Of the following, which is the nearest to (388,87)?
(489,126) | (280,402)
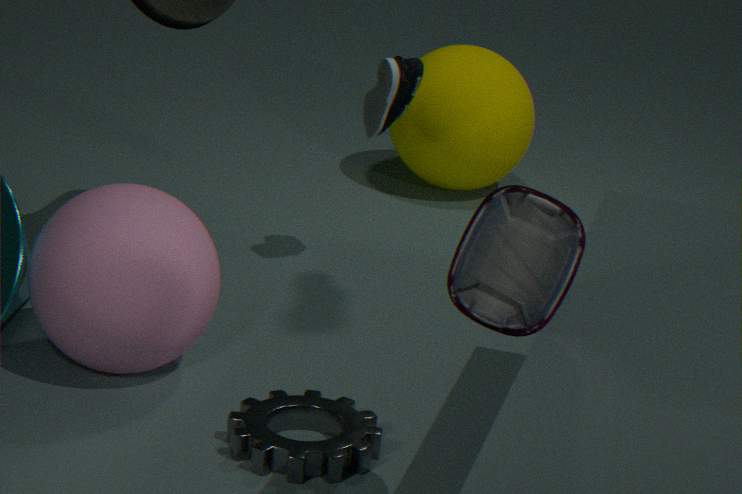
(489,126)
